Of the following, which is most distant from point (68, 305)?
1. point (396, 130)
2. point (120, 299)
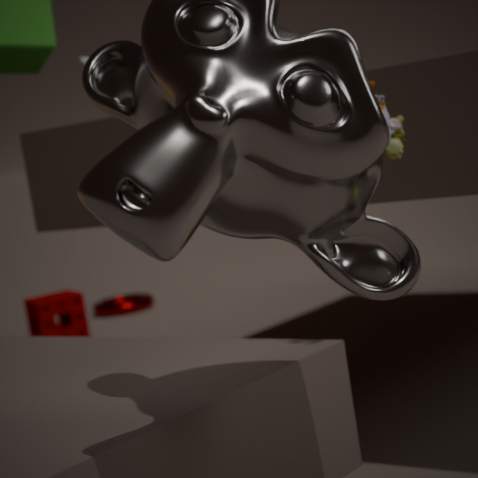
point (396, 130)
